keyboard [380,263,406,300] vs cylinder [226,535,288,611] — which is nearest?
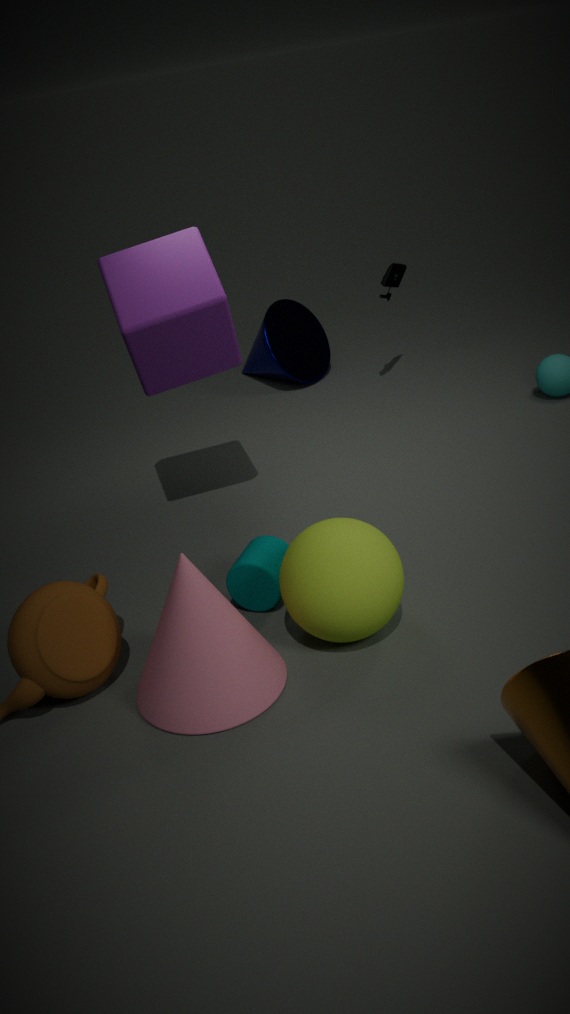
cylinder [226,535,288,611]
